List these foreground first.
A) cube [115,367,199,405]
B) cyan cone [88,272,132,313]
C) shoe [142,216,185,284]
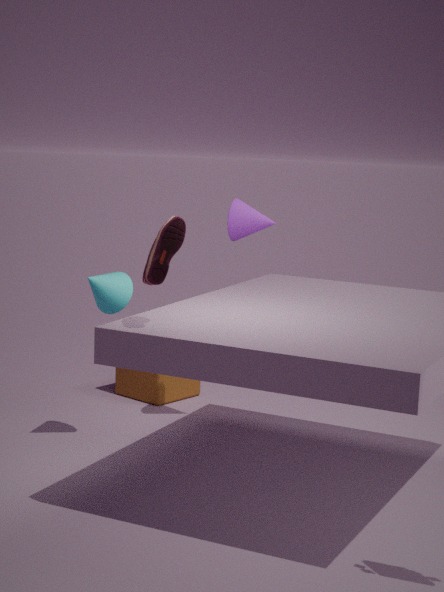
shoe [142,216,185,284]
cyan cone [88,272,132,313]
cube [115,367,199,405]
